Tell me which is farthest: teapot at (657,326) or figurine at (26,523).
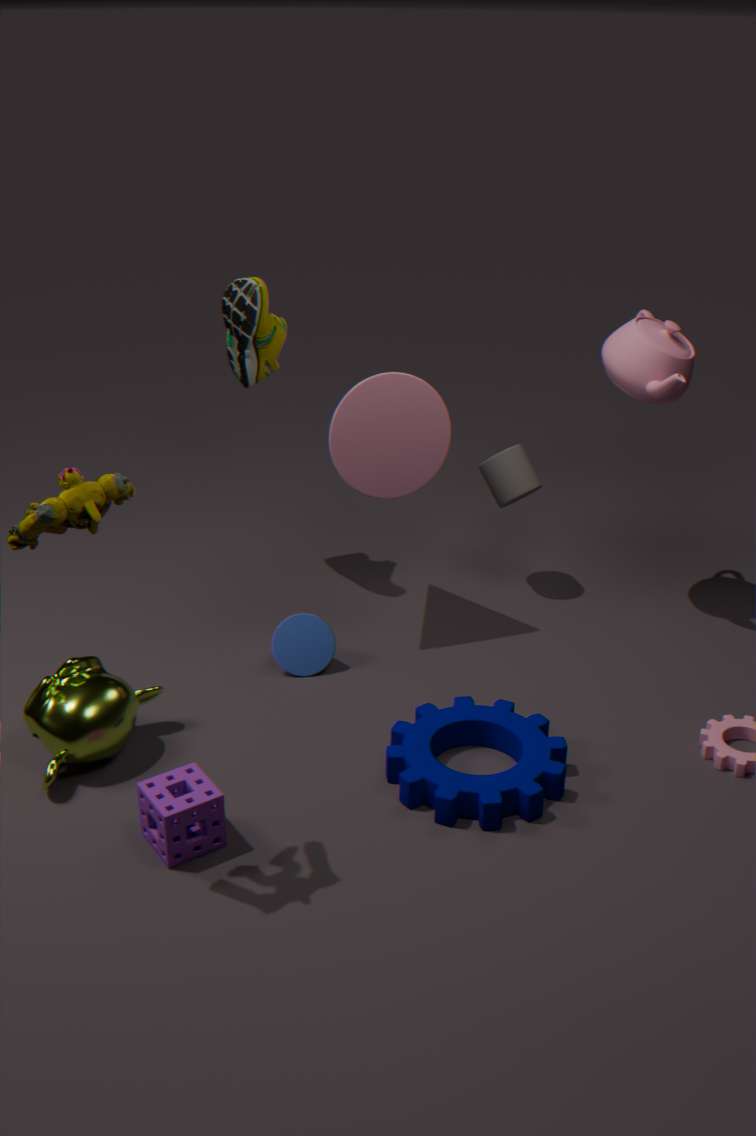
teapot at (657,326)
